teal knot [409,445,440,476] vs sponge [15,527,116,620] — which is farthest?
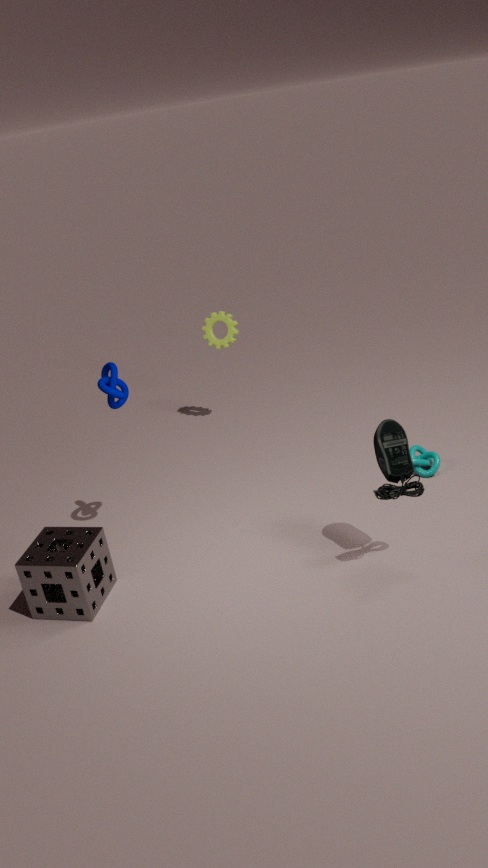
teal knot [409,445,440,476]
